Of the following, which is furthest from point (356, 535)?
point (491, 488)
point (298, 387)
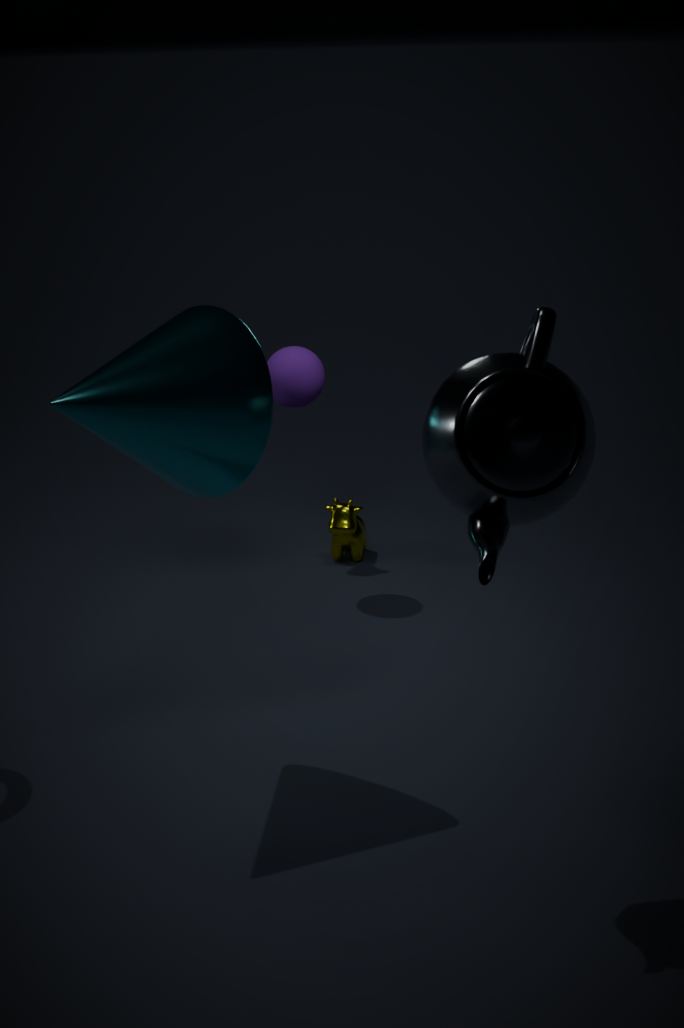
point (491, 488)
